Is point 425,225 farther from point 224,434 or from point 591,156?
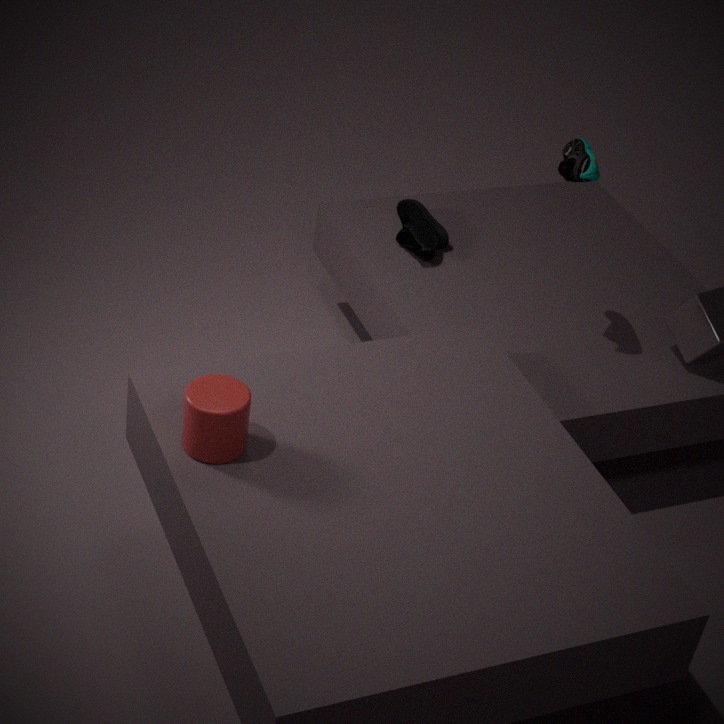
point 224,434
